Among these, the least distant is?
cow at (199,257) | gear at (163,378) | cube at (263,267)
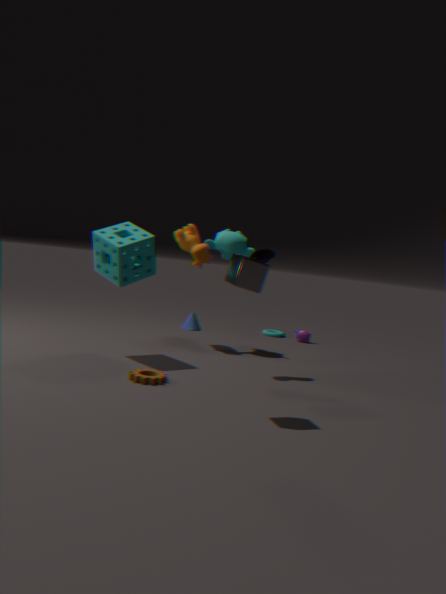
cube at (263,267)
